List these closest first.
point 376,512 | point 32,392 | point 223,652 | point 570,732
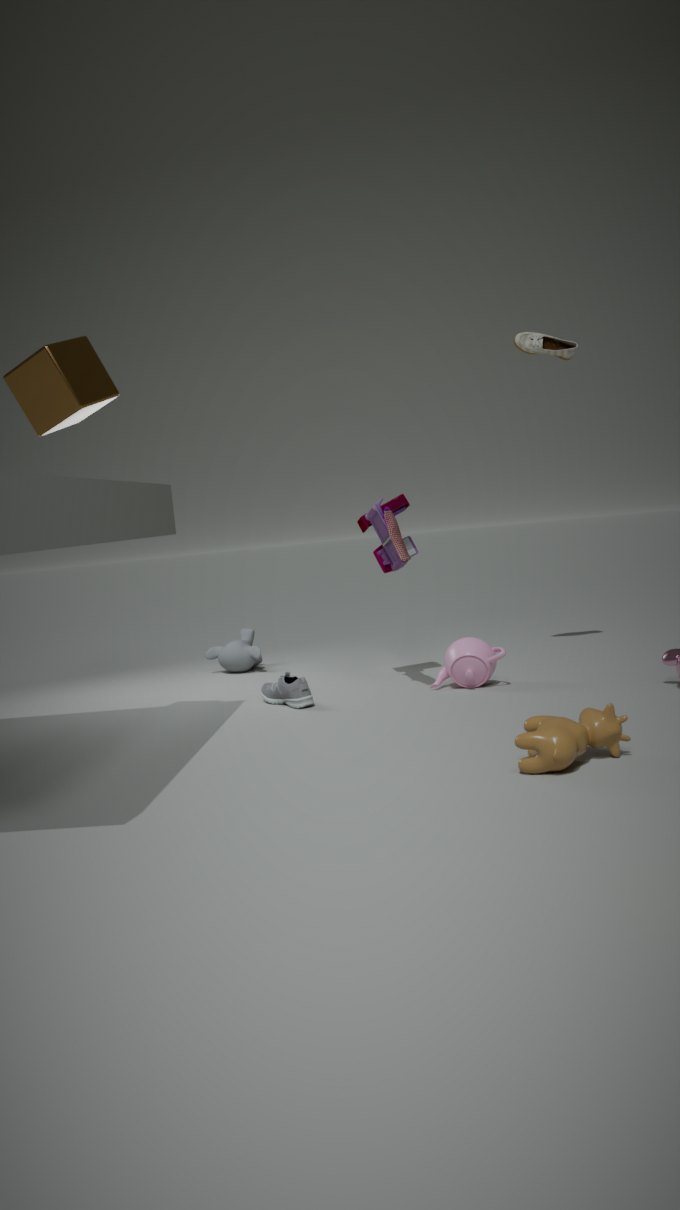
1. point 570,732
2. point 32,392
3. point 376,512
4. point 223,652
